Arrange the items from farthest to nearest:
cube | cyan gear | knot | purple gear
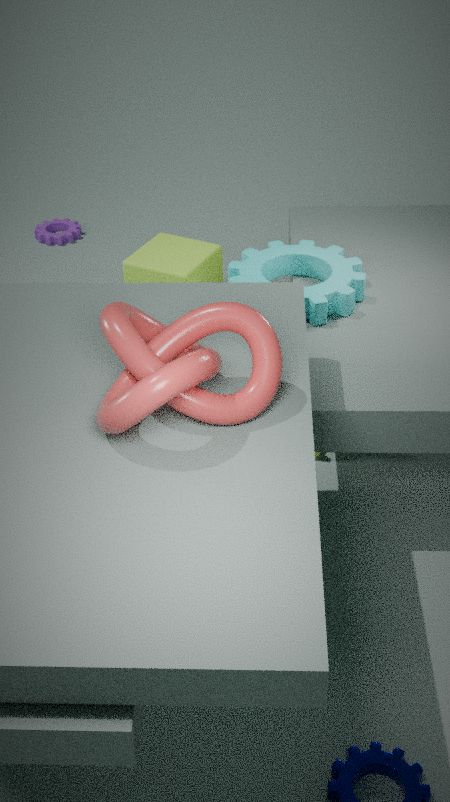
1. purple gear
2. cube
3. cyan gear
4. knot
